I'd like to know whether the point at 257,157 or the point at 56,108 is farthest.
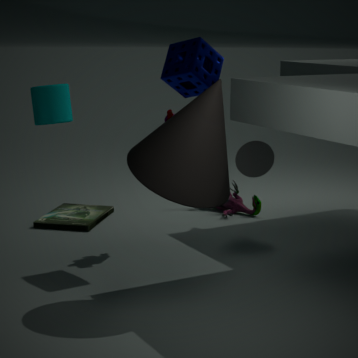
the point at 257,157
